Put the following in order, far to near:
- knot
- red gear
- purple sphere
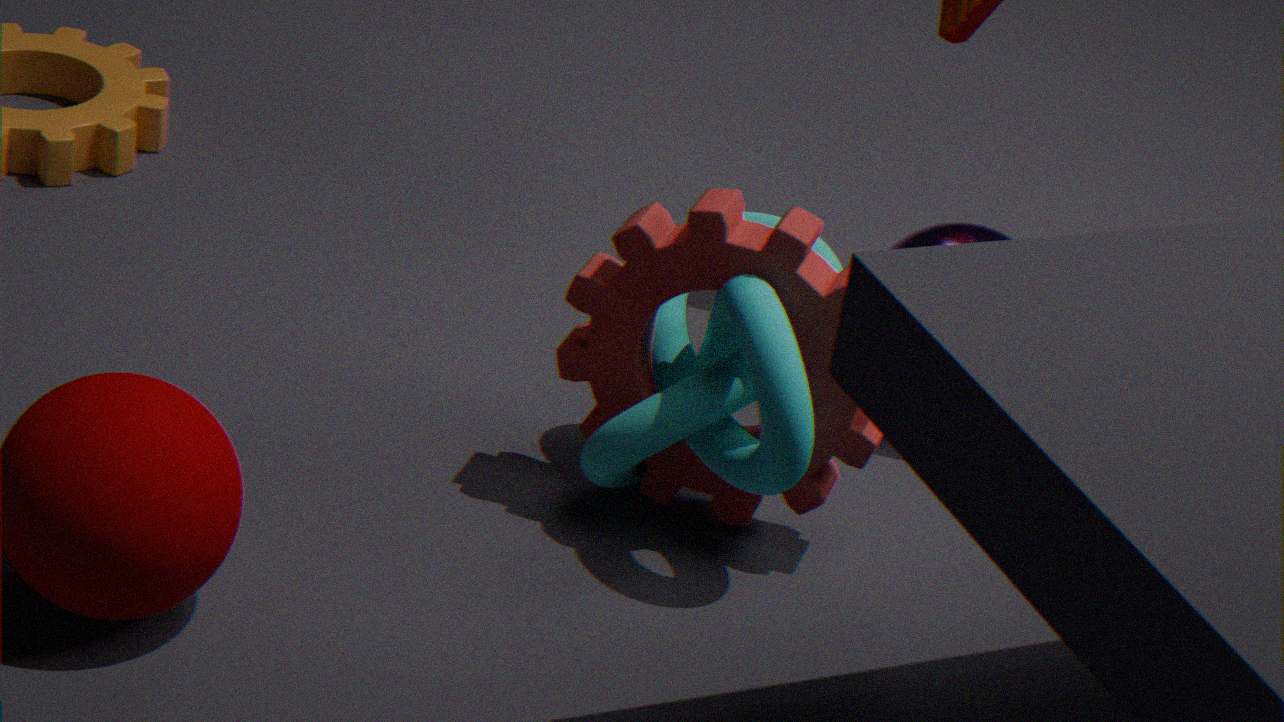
purple sphere
red gear
knot
